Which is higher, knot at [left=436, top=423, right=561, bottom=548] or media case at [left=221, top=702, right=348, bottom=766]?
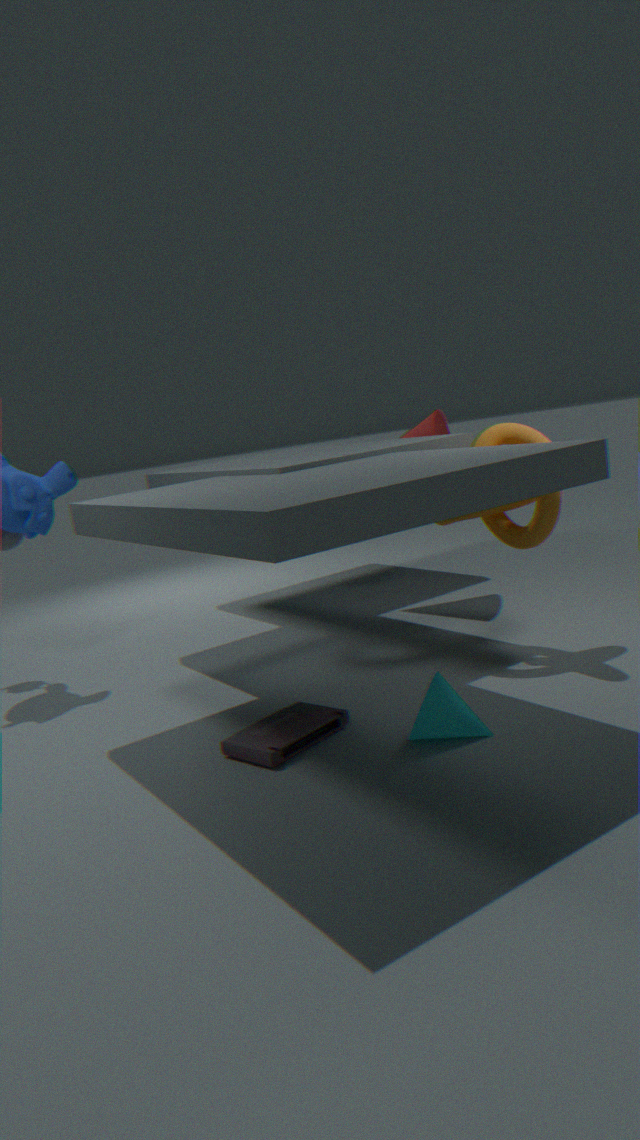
knot at [left=436, top=423, right=561, bottom=548]
